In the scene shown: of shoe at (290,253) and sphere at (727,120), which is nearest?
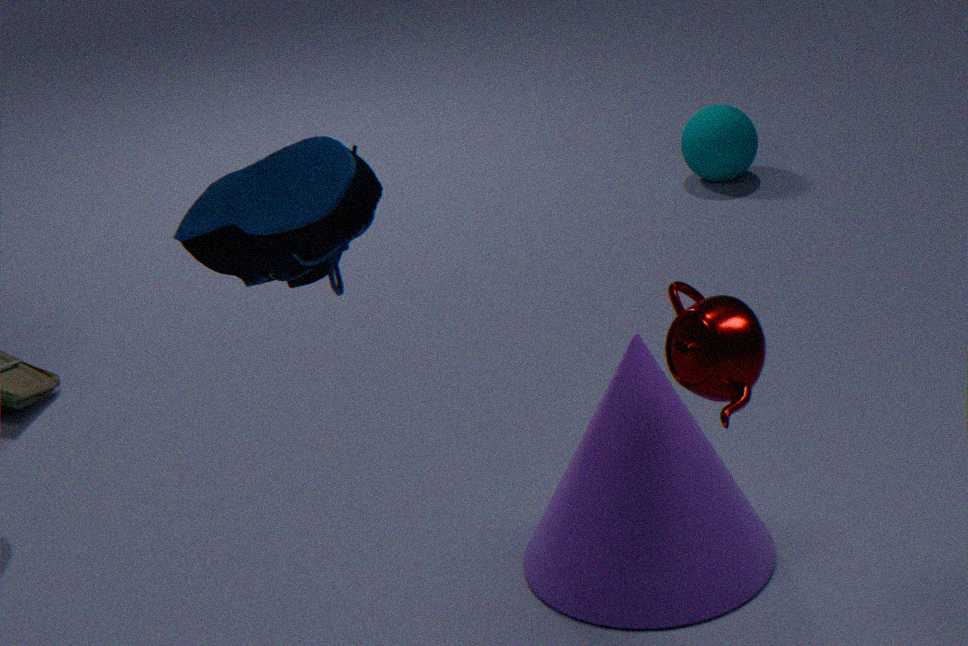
shoe at (290,253)
